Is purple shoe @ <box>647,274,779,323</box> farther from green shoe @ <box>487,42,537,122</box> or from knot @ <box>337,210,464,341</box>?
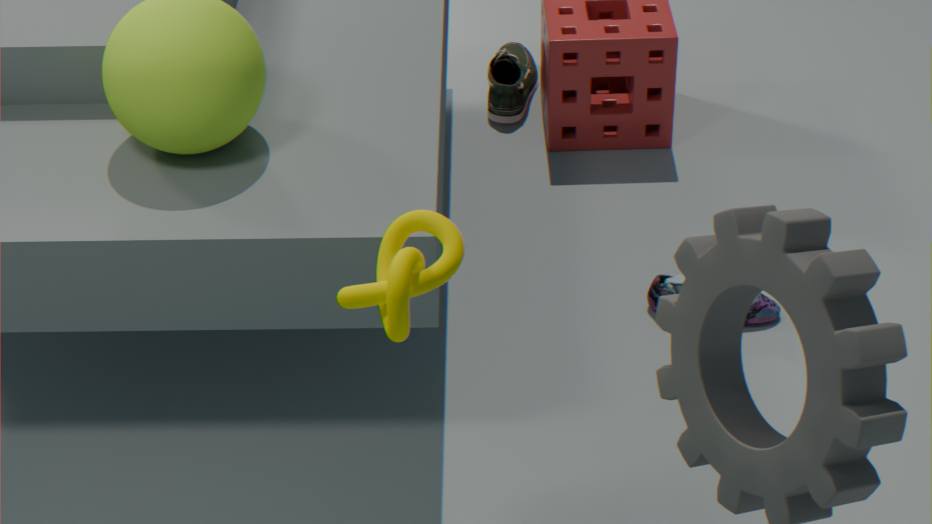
knot @ <box>337,210,464,341</box>
